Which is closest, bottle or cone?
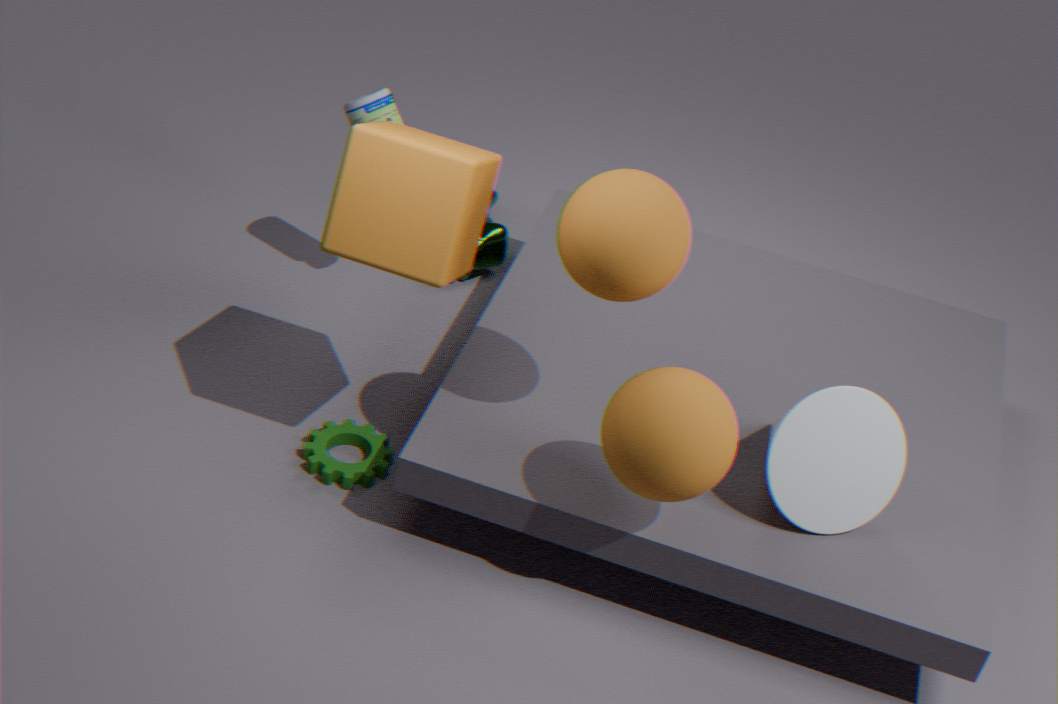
cone
